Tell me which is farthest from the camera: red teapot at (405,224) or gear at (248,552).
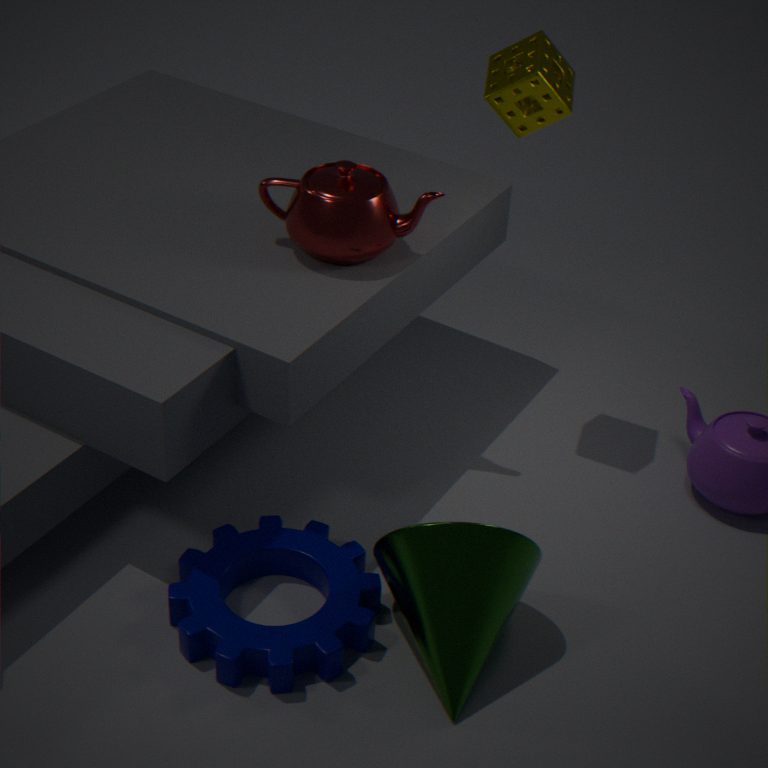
red teapot at (405,224)
